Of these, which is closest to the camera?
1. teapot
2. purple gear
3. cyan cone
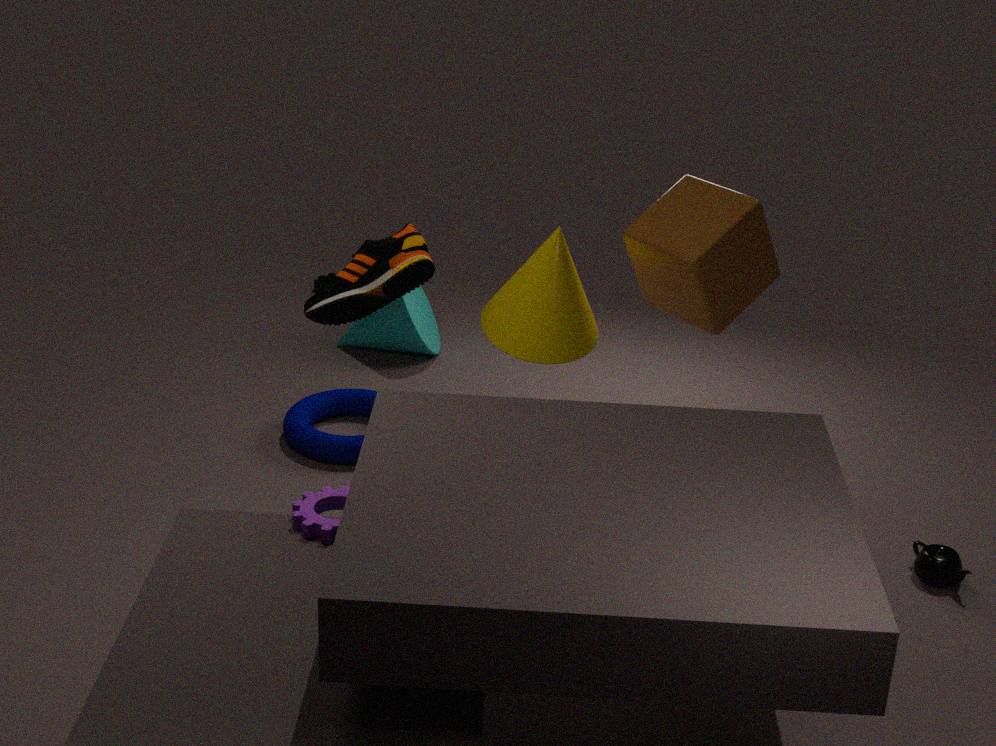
purple gear
